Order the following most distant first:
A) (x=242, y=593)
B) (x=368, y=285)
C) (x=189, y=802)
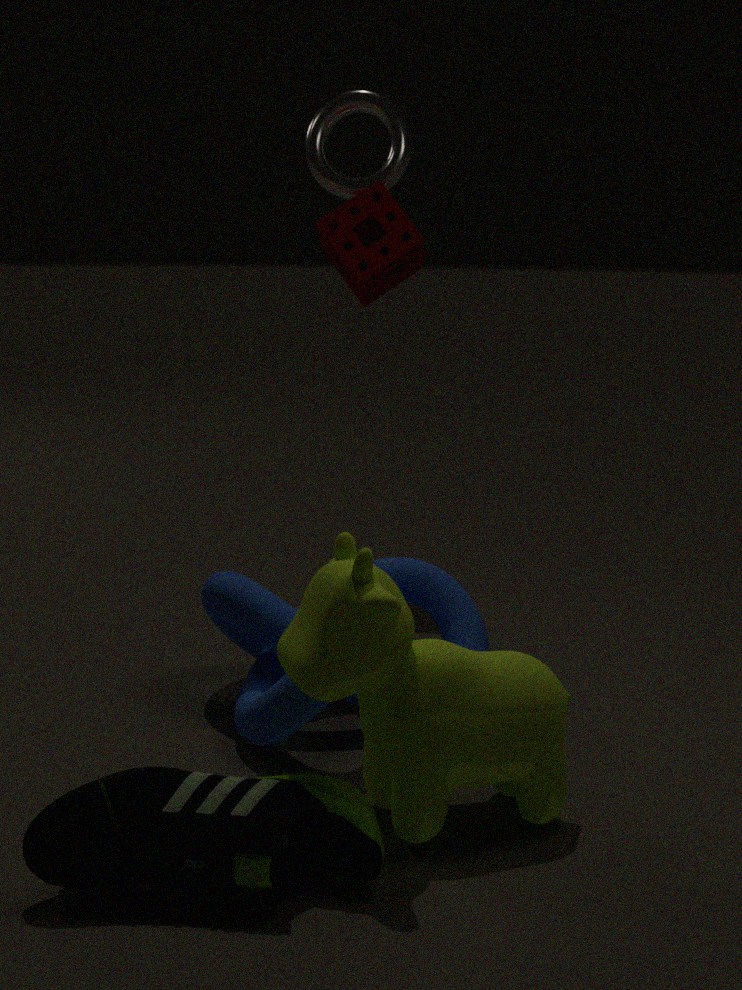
(x=368, y=285) → (x=242, y=593) → (x=189, y=802)
